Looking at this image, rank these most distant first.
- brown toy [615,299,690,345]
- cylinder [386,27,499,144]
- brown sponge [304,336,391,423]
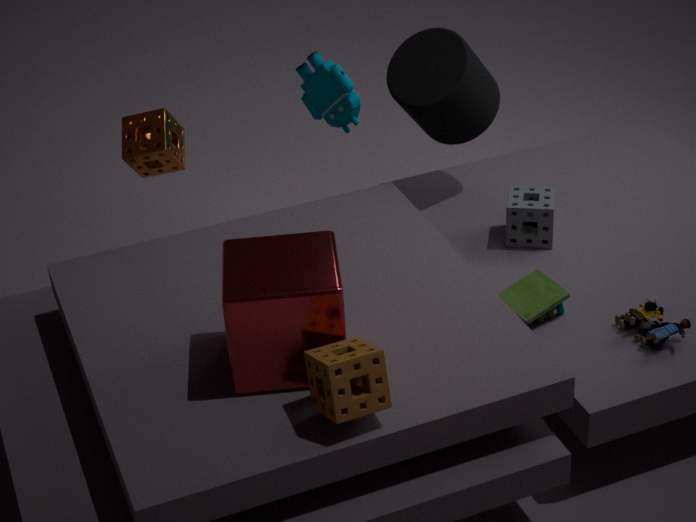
cylinder [386,27,499,144]
brown toy [615,299,690,345]
brown sponge [304,336,391,423]
